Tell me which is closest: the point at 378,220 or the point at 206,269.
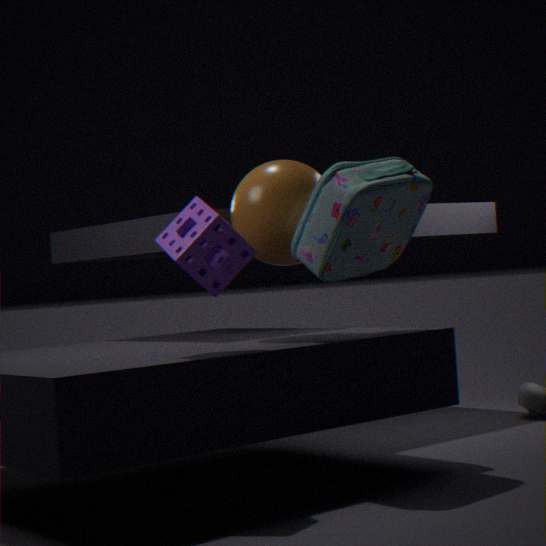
the point at 206,269
